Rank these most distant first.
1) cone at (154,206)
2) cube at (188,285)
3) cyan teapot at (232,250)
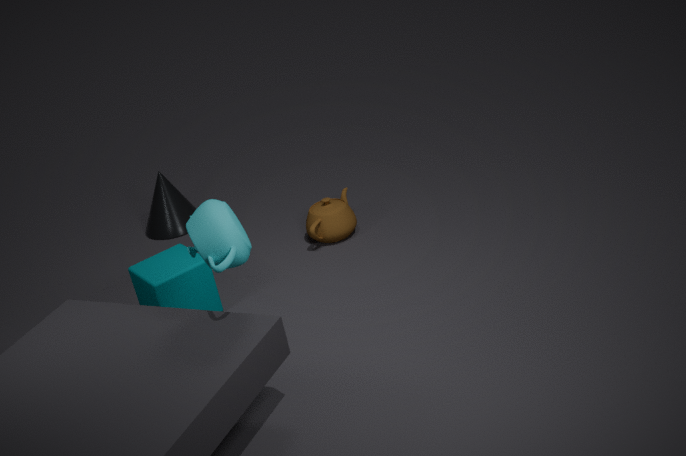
1. 1. cone at (154,206)
2. 2. cube at (188,285)
3. 3. cyan teapot at (232,250)
